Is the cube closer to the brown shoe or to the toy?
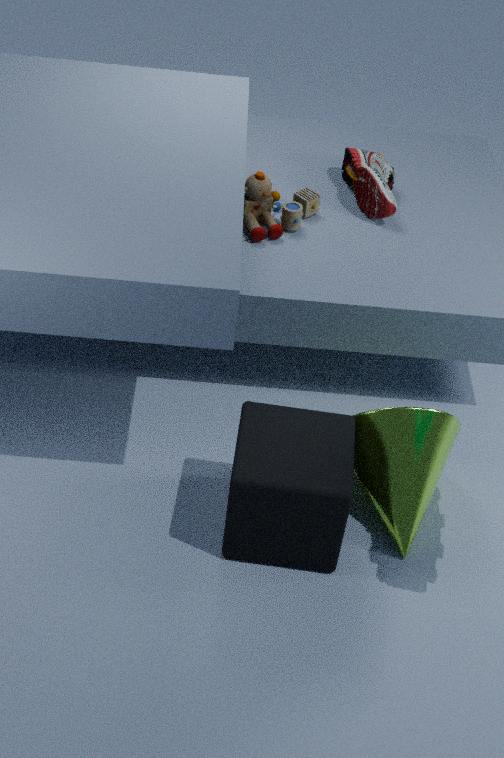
the toy
